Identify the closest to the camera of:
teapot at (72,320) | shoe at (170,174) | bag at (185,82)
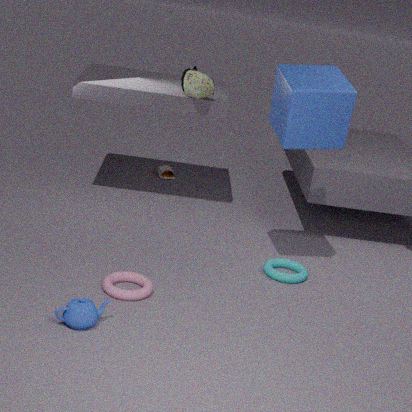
teapot at (72,320)
